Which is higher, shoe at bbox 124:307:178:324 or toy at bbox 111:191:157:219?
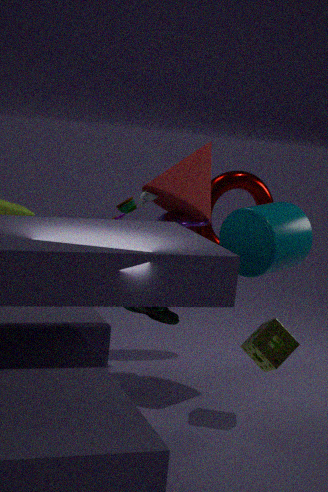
toy at bbox 111:191:157:219
